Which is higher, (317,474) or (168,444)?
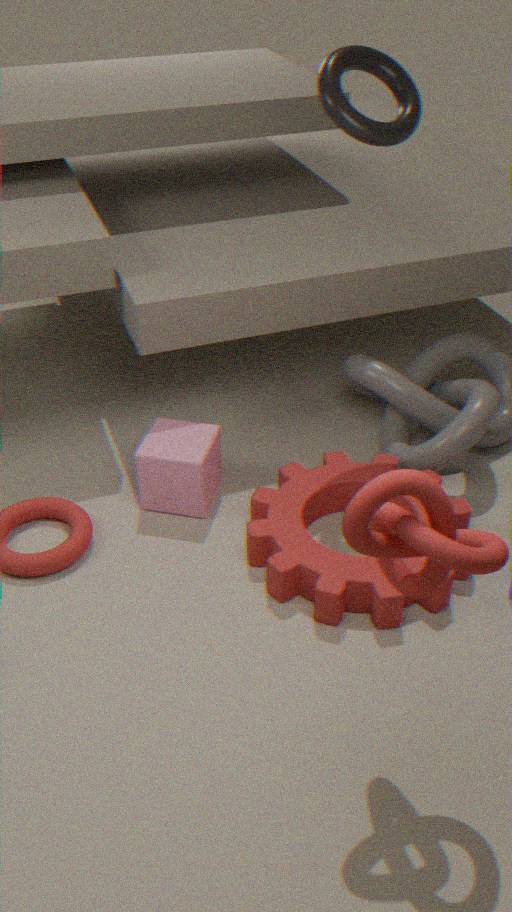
(168,444)
